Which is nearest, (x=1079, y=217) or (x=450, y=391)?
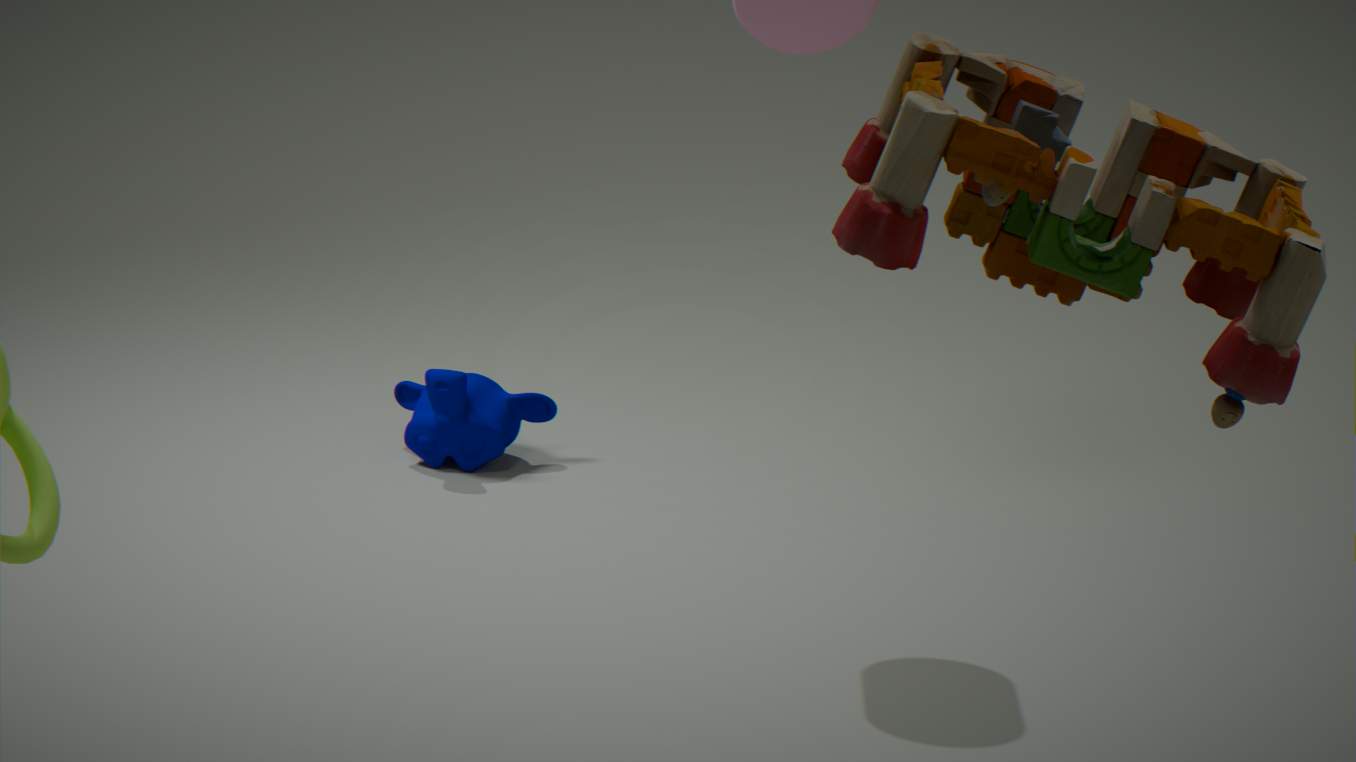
(x=1079, y=217)
